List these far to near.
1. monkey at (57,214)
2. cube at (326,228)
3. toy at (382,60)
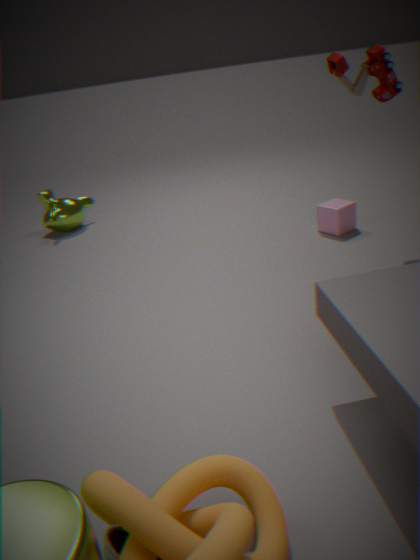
monkey at (57,214) → cube at (326,228) → toy at (382,60)
